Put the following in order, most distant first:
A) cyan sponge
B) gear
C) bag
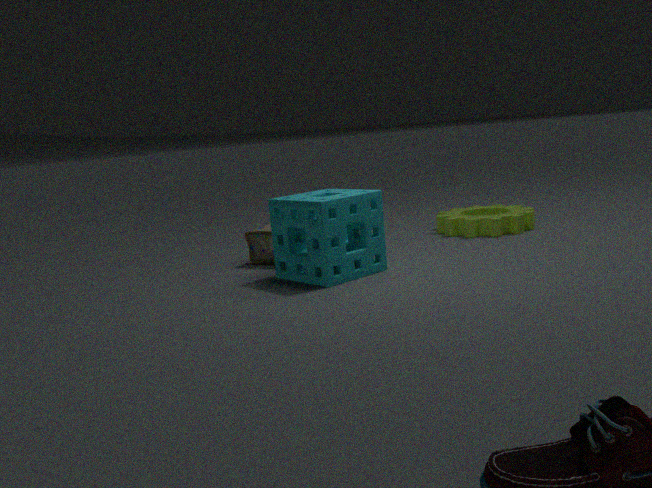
1. gear
2. bag
3. cyan sponge
